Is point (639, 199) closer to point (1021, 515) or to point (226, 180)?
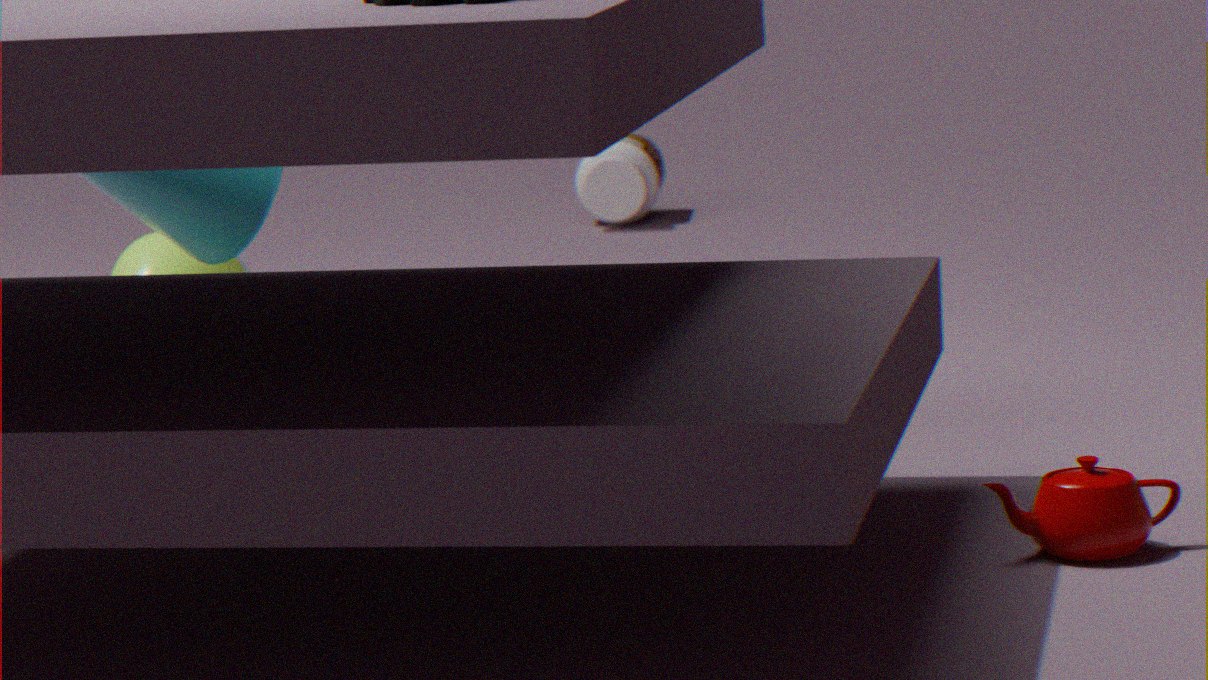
point (226, 180)
